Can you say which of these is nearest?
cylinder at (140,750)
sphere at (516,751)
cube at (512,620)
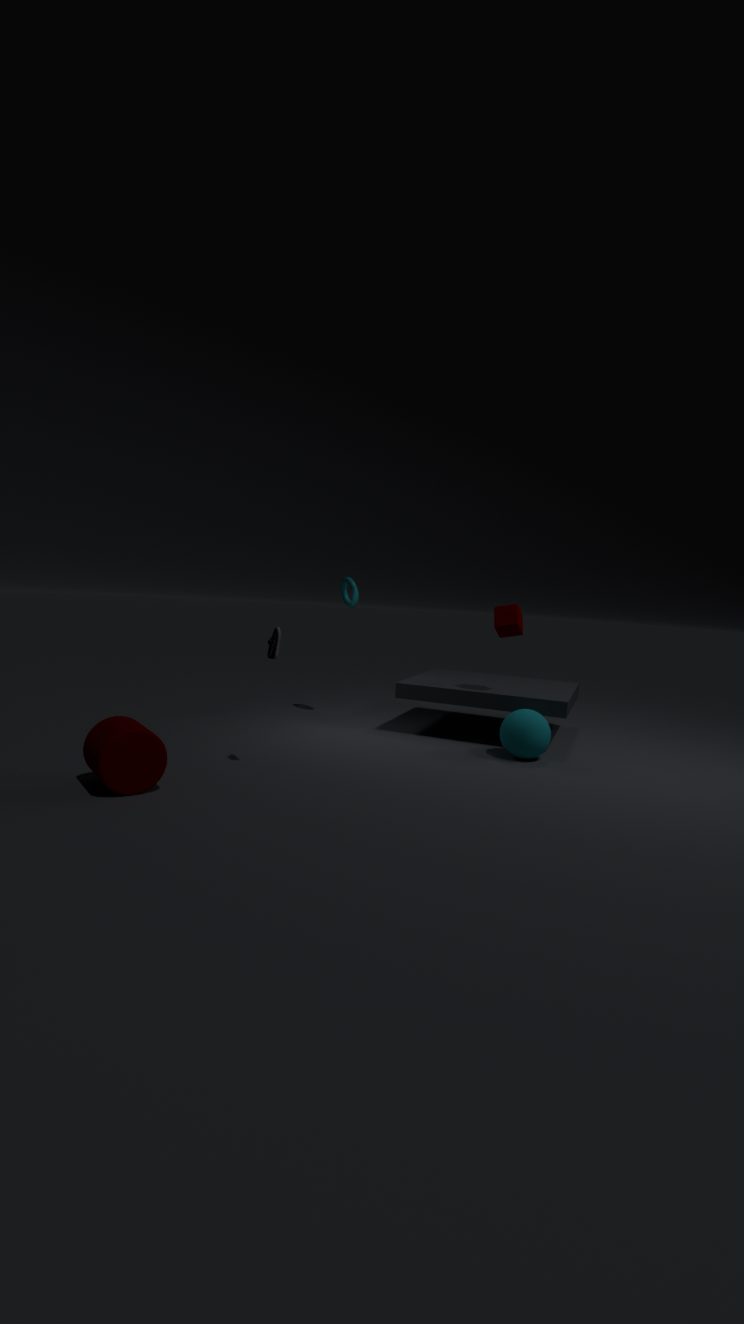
cylinder at (140,750)
